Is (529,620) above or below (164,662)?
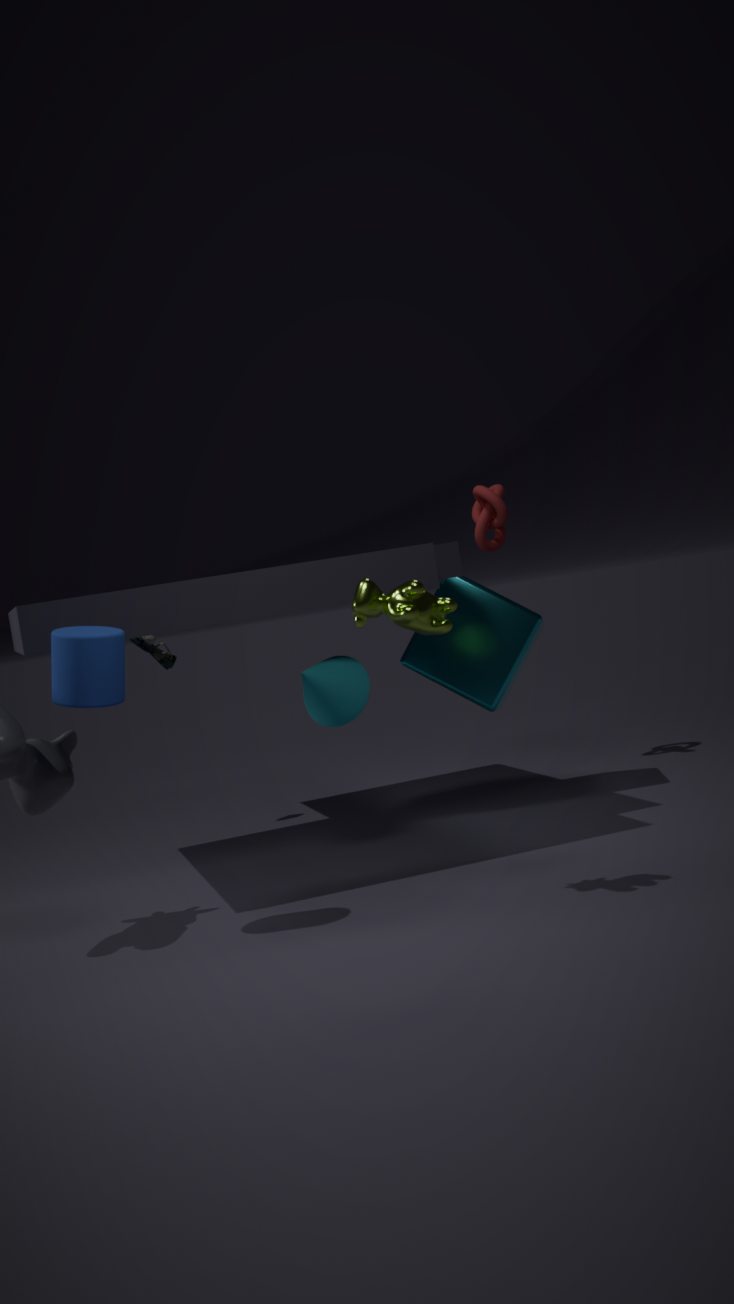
below
